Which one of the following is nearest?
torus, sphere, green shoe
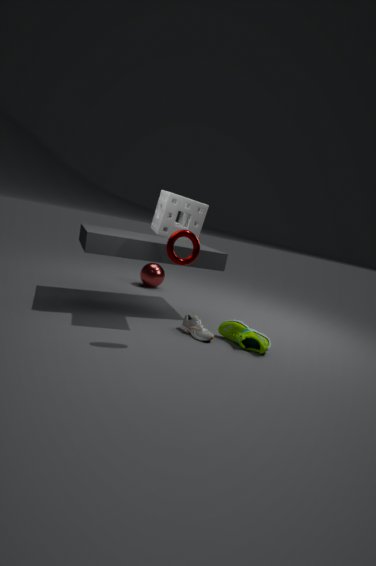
torus
